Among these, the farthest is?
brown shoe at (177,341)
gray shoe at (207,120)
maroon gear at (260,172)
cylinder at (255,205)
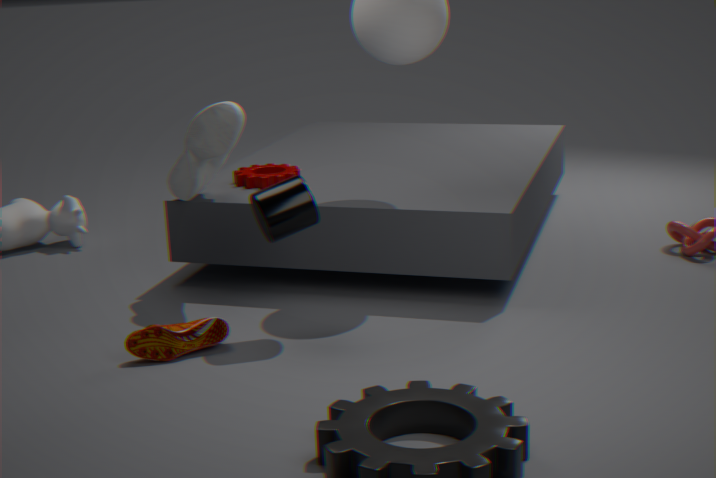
maroon gear at (260,172)
